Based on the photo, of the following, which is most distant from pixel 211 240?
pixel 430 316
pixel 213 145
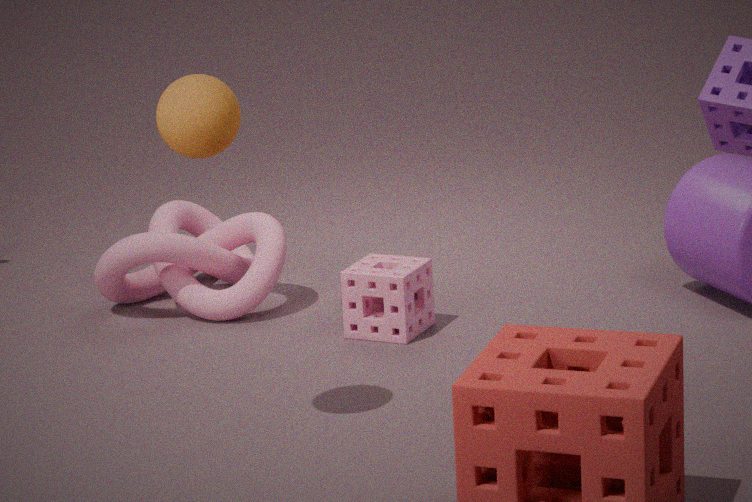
pixel 213 145
